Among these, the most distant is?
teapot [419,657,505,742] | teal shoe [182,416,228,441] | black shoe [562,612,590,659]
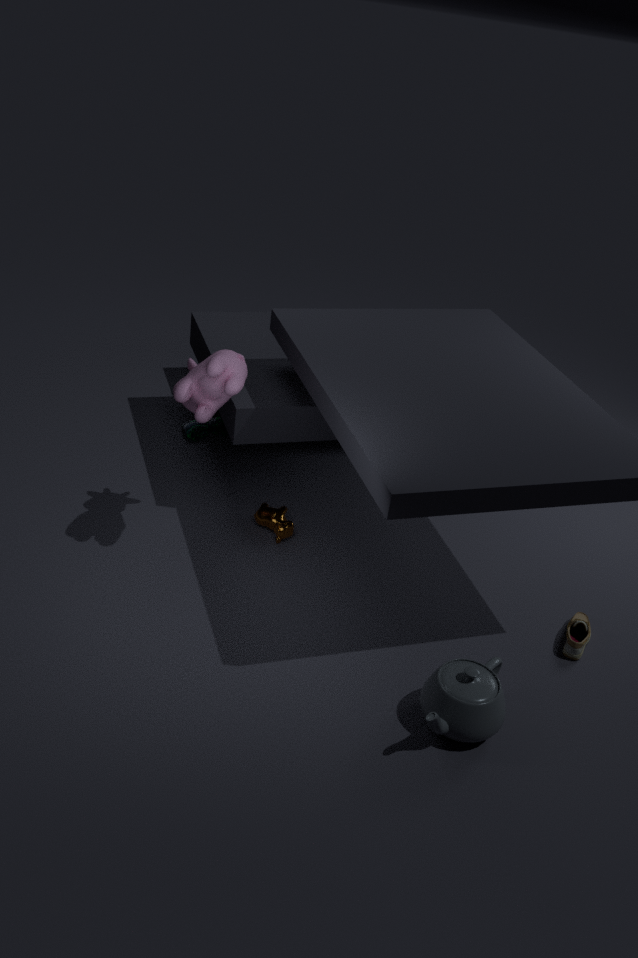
teal shoe [182,416,228,441]
